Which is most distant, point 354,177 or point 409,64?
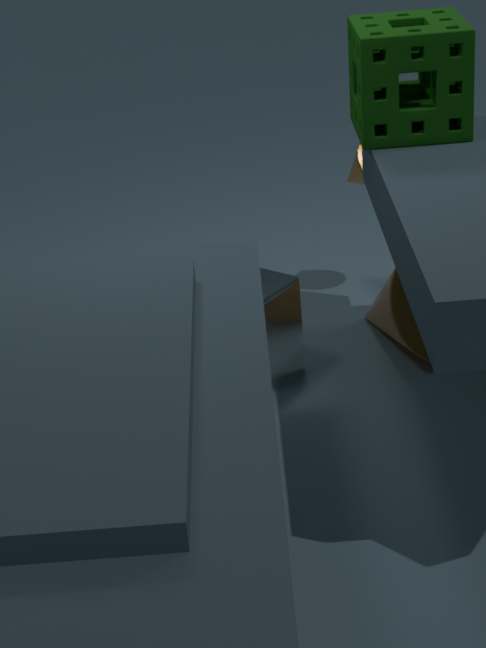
point 354,177
